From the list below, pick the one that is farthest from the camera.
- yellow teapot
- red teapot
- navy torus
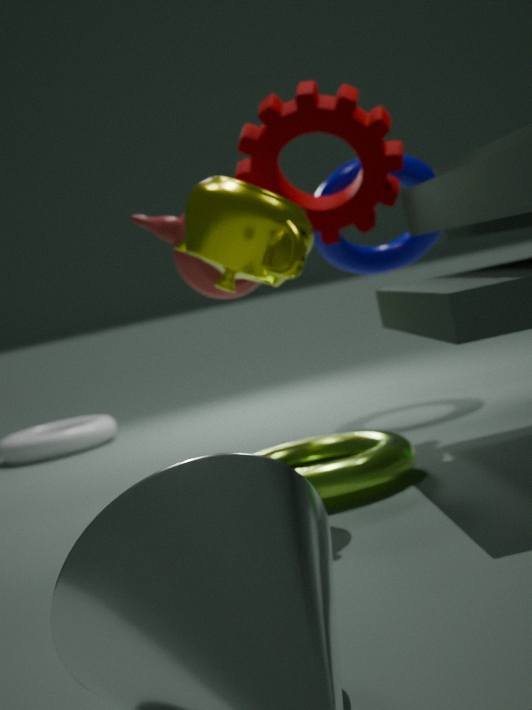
navy torus
